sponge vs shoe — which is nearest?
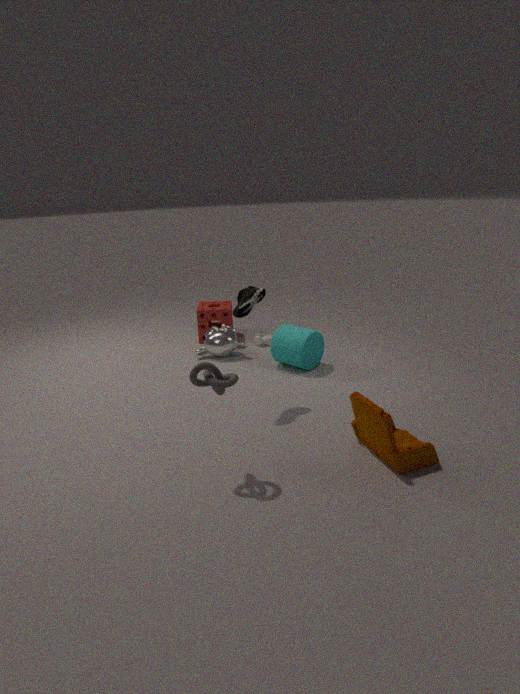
shoe
